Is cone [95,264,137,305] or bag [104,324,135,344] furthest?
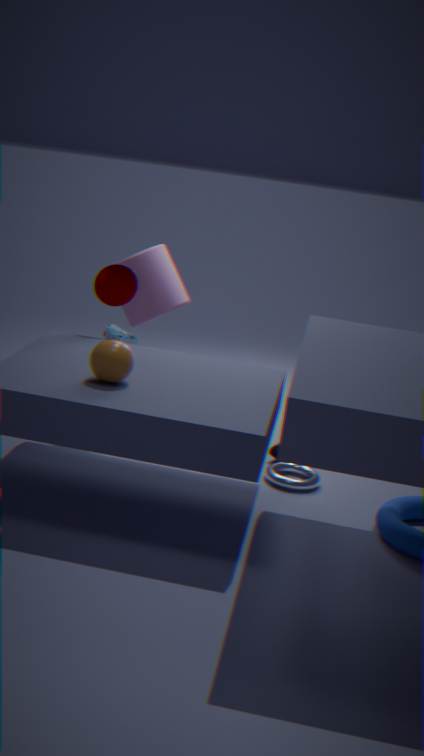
bag [104,324,135,344]
